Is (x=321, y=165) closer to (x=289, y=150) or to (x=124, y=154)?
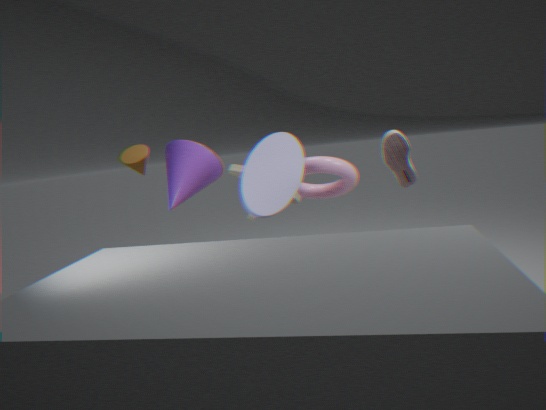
(x=289, y=150)
